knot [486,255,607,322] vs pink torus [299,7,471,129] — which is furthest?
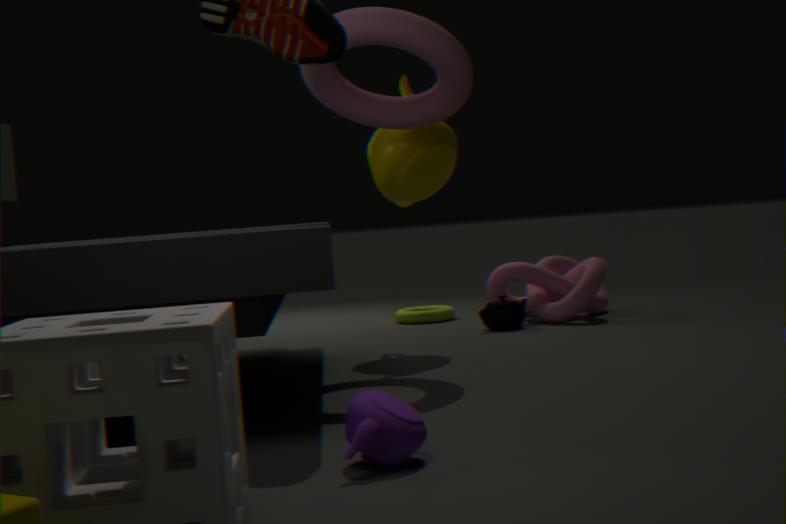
knot [486,255,607,322]
